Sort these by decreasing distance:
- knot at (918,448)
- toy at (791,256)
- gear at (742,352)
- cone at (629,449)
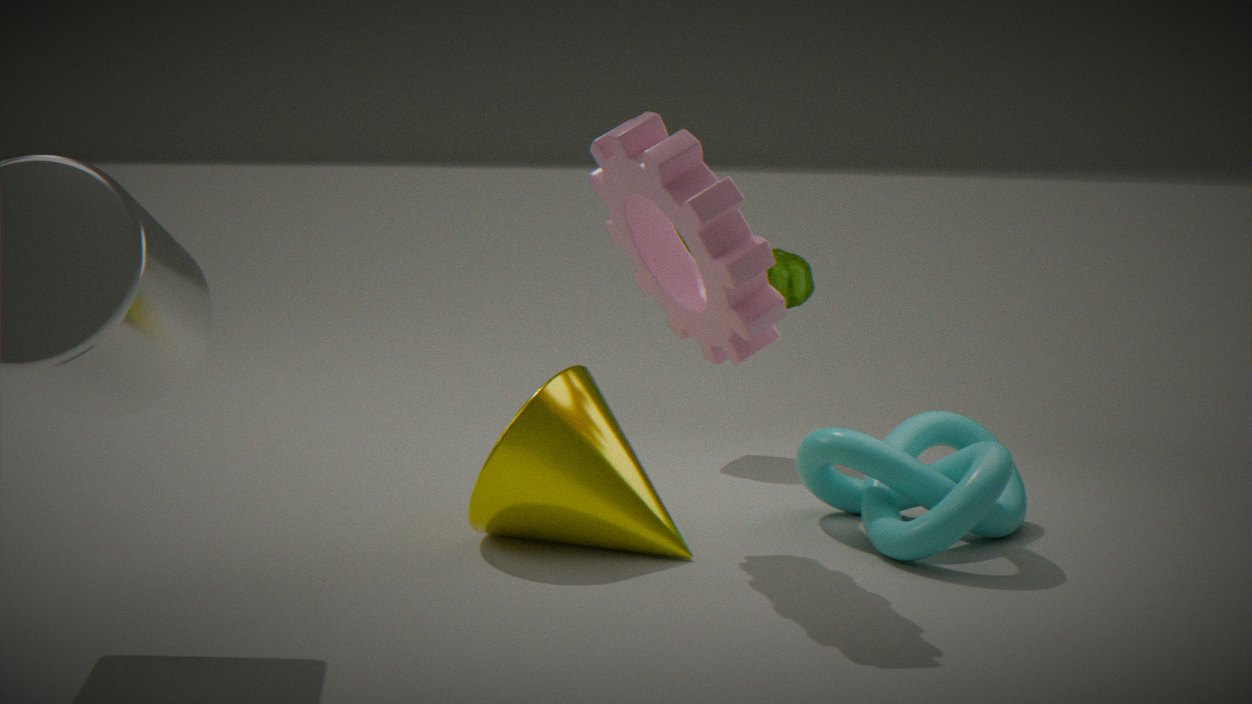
toy at (791,256)
cone at (629,449)
knot at (918,448)
gear at (742,352)
